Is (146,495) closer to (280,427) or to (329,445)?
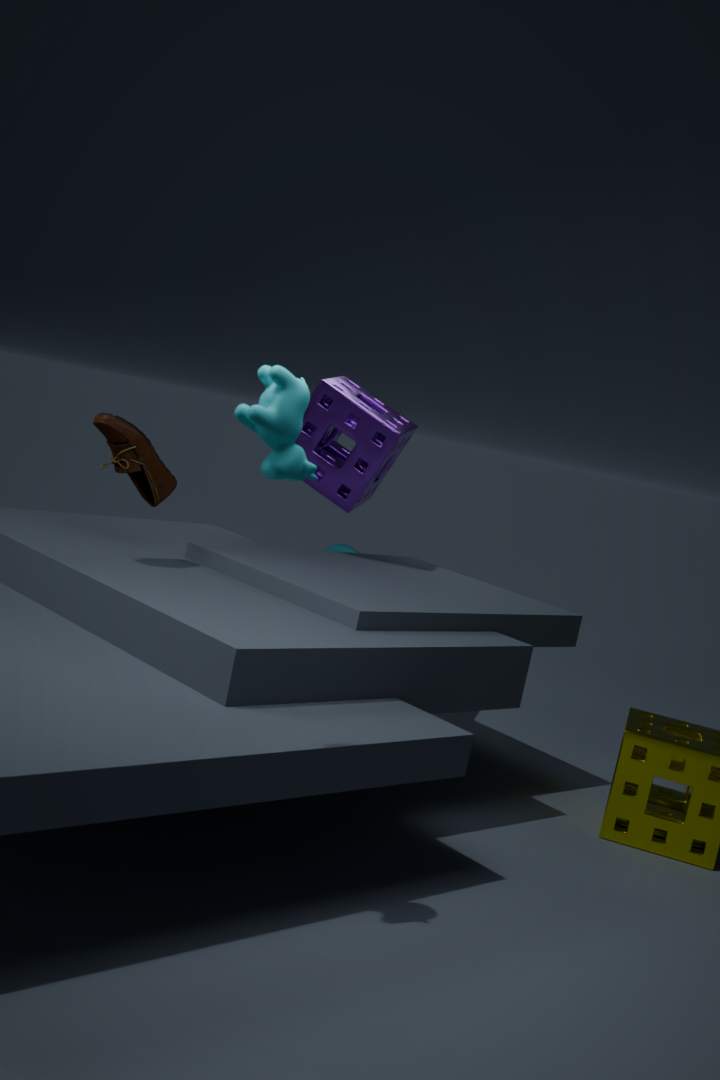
(329,445)
